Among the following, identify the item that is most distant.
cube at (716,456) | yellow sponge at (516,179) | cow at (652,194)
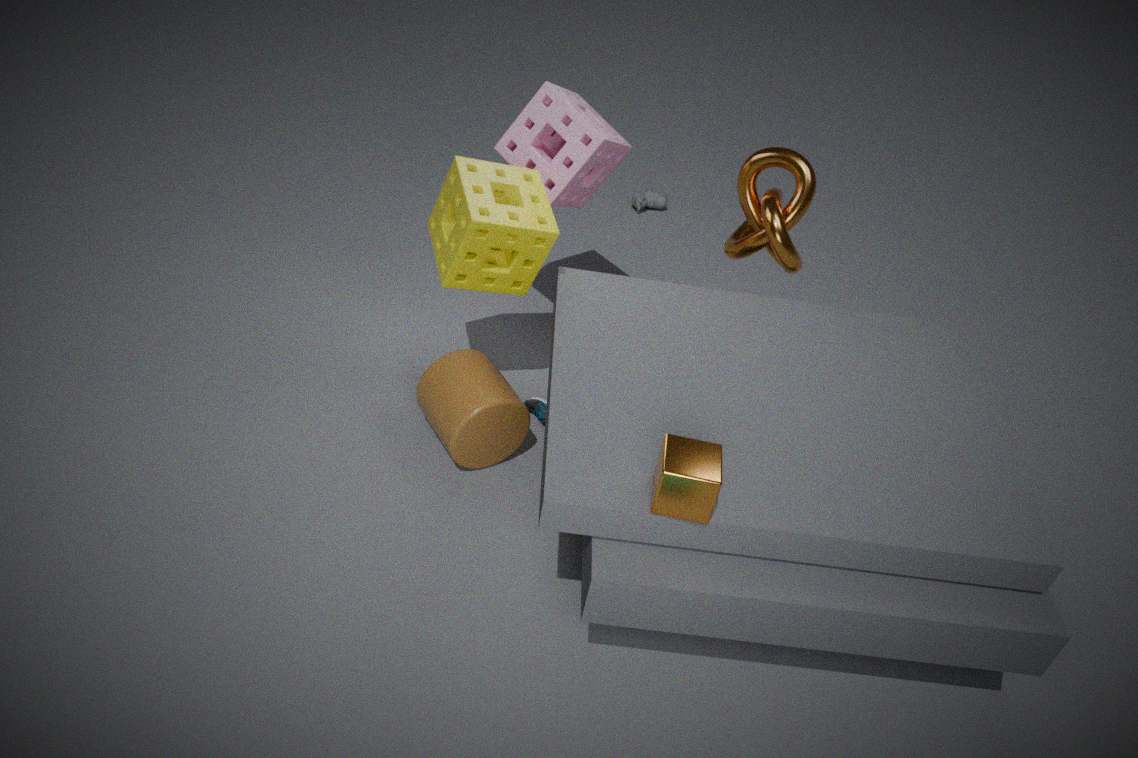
cow at (652,194)
